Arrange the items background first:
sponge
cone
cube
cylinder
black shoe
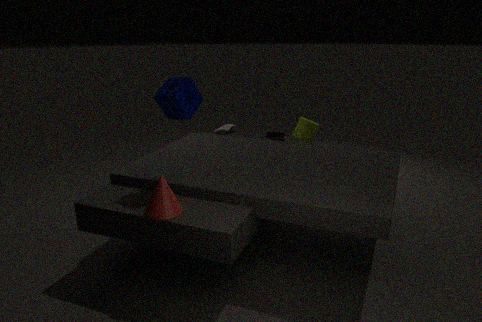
cube
black shoe
cylinder
sponge
cone
